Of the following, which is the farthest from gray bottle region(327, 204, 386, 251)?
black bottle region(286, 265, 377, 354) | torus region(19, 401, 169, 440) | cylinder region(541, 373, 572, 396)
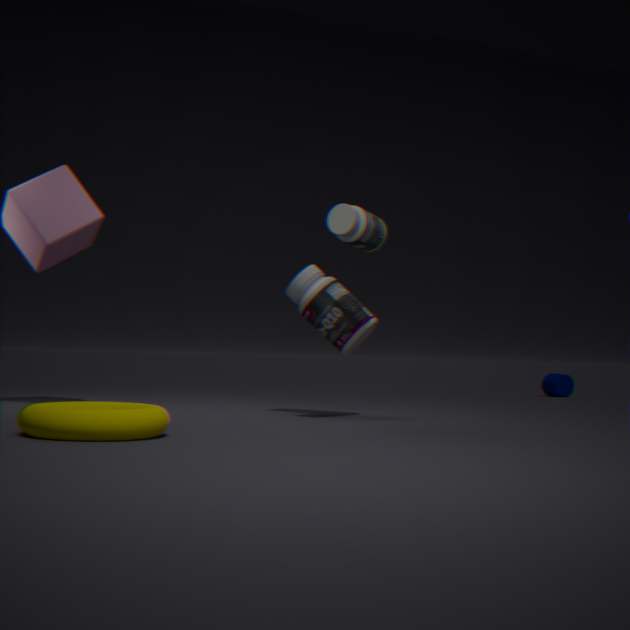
A: cylinder region(541, 373, 572, 396)
